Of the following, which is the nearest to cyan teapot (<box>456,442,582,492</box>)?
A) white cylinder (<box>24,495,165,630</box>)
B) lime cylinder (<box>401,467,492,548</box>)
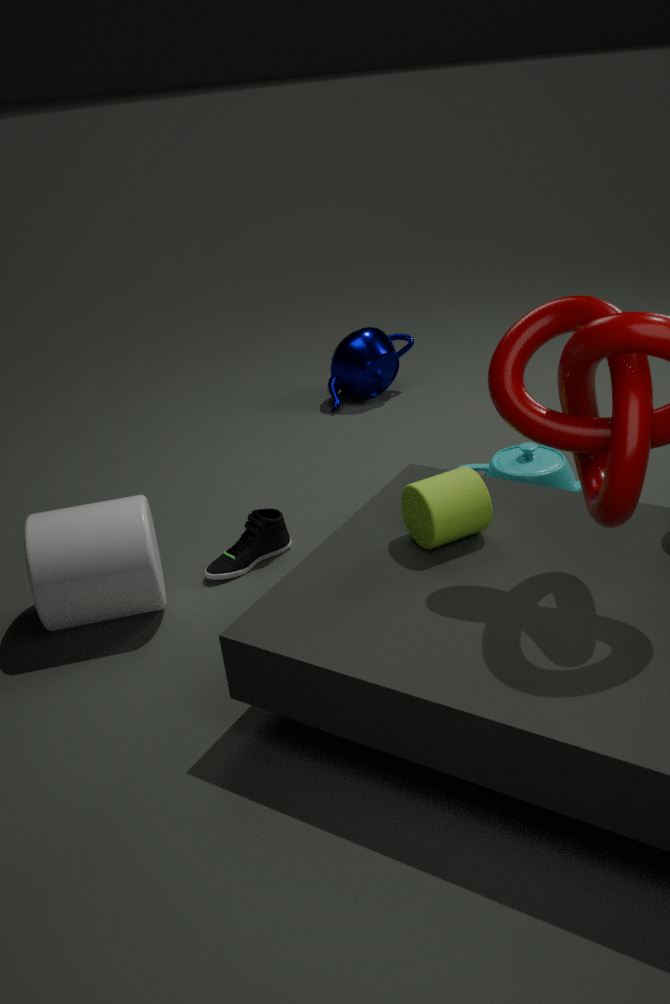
lime cylinder (<box>401,467,492,548</box>)
